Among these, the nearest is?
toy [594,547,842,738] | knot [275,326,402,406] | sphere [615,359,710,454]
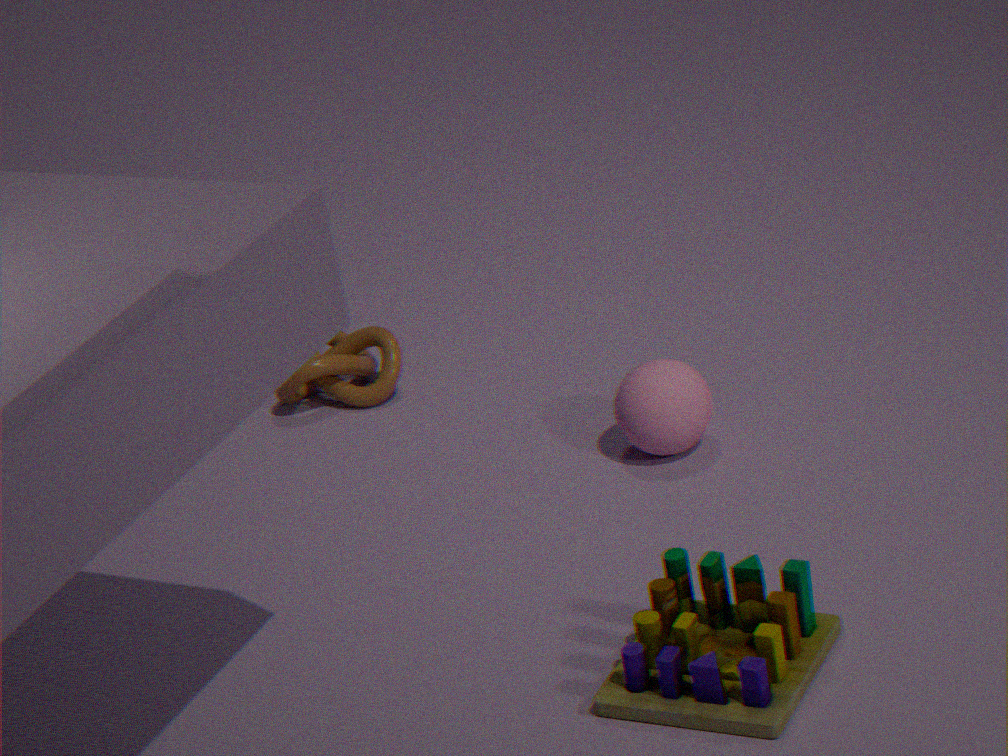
toy [594,547,842,738]
